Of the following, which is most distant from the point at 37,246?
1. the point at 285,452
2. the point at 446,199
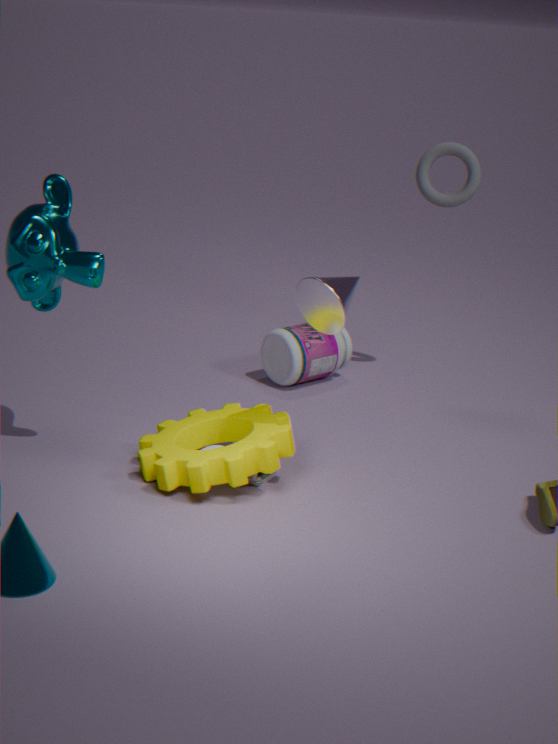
the point at 446,199
